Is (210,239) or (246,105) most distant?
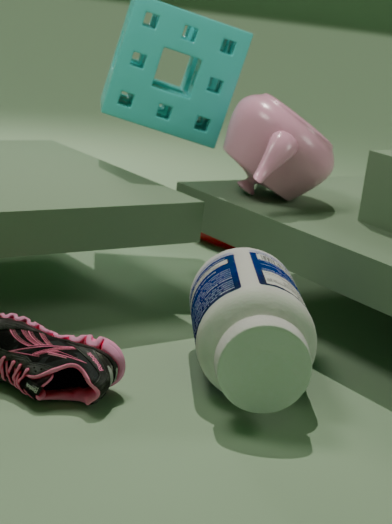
(210,239)
